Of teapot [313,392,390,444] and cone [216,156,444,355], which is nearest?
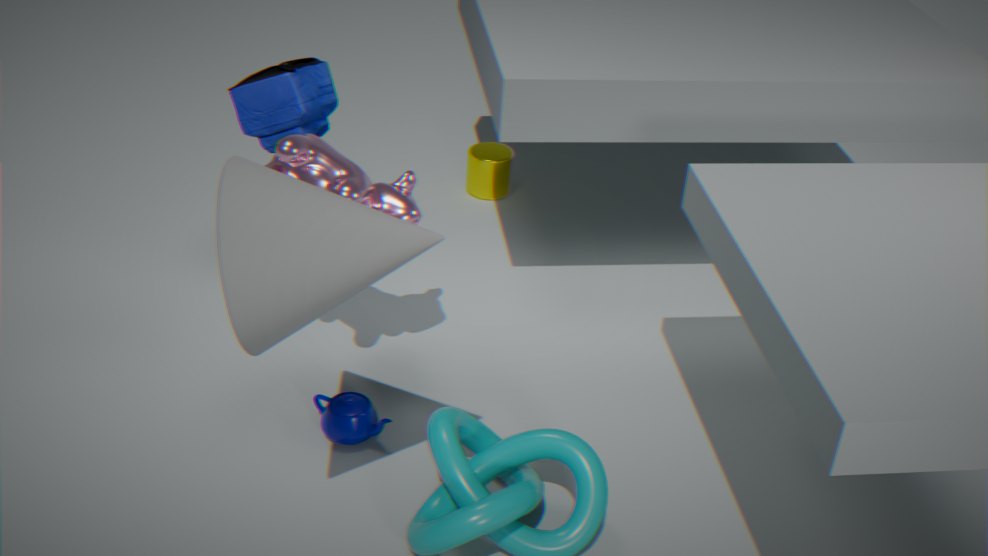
cone [216,156,444,355]
